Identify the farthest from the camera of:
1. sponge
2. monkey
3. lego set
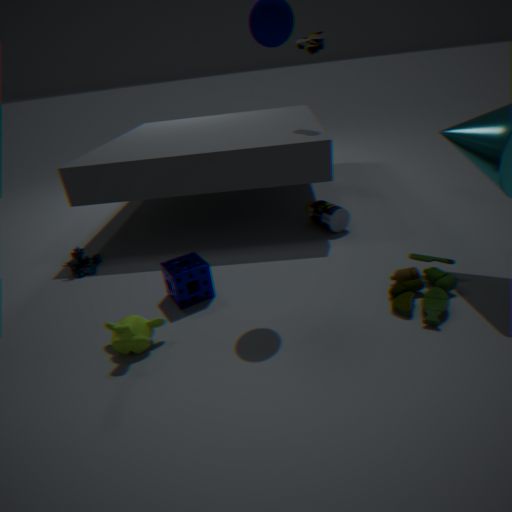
lego set
